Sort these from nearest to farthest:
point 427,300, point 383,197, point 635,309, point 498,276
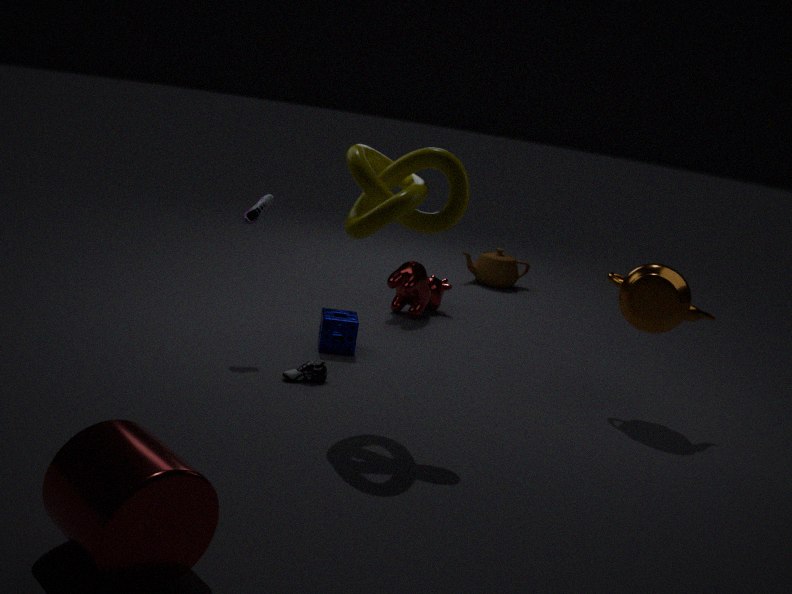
point 383,197 → point 635,309 → point 427,300 → point 498,276
